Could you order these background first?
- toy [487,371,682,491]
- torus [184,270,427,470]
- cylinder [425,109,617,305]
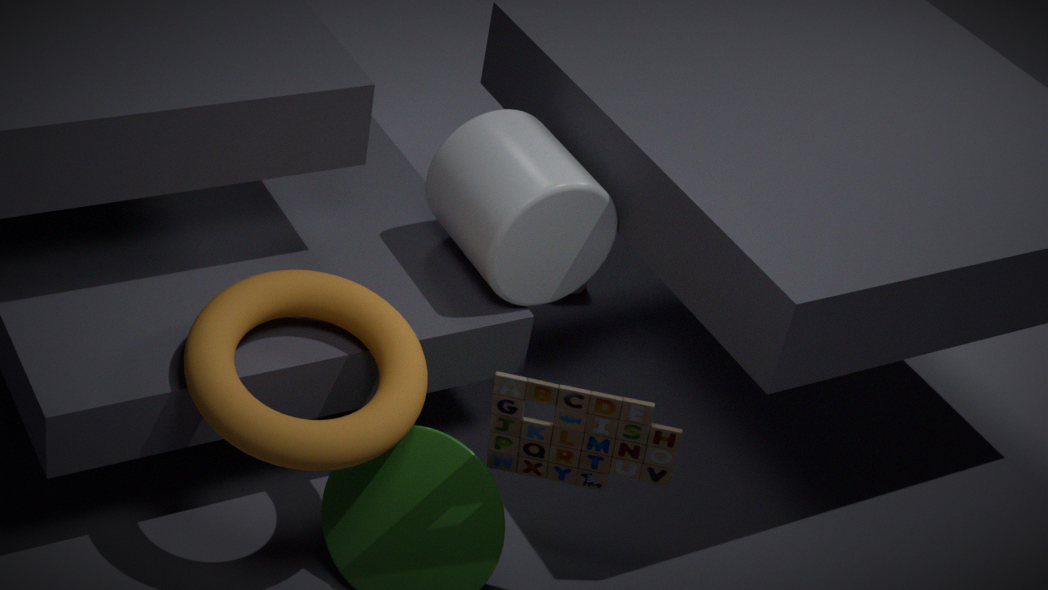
1. cylinder [425,109,617,305]
2. torus [184,270,427,470]
3. toy [487,371,682,491]
